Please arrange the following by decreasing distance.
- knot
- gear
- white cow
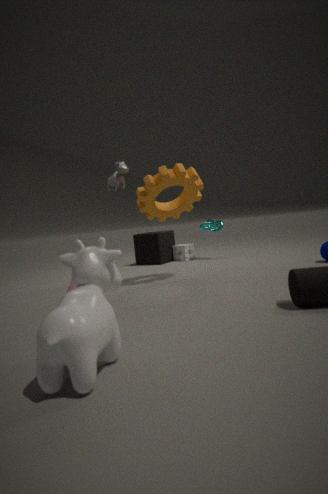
knot → gear → white cow
